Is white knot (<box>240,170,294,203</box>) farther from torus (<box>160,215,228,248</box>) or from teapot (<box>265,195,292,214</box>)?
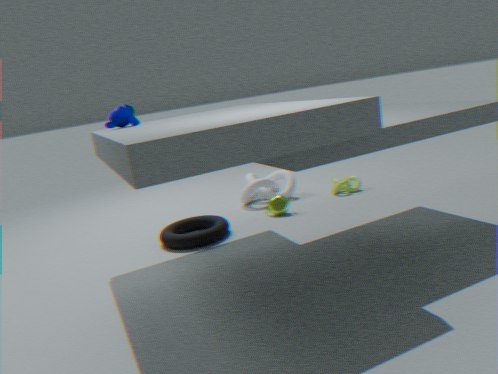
torus (<box>160,215,228,248</box>)
